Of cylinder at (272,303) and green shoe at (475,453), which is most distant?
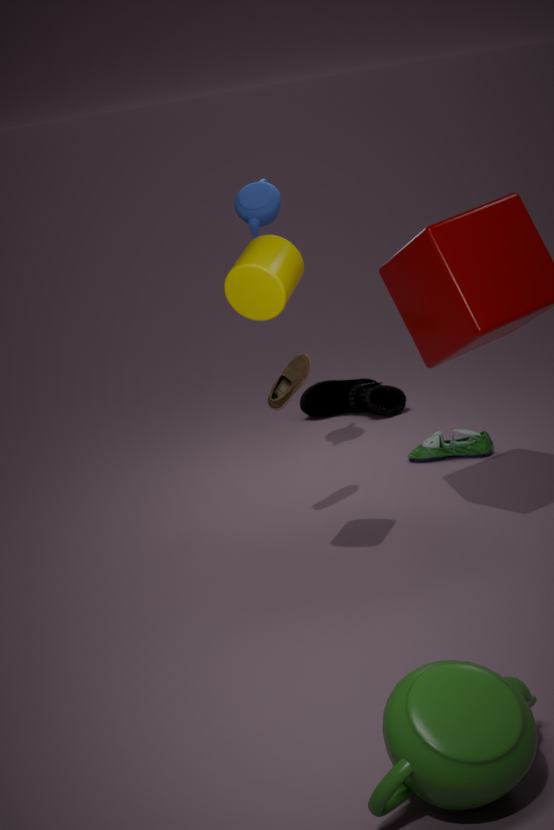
green shoe at (475,453)
